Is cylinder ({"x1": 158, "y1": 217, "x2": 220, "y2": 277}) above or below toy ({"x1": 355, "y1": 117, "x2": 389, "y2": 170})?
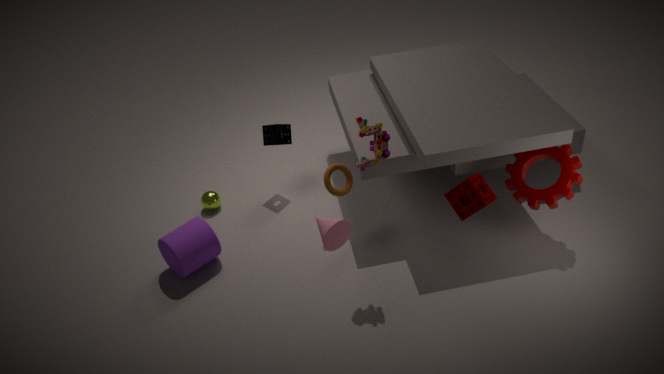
below
